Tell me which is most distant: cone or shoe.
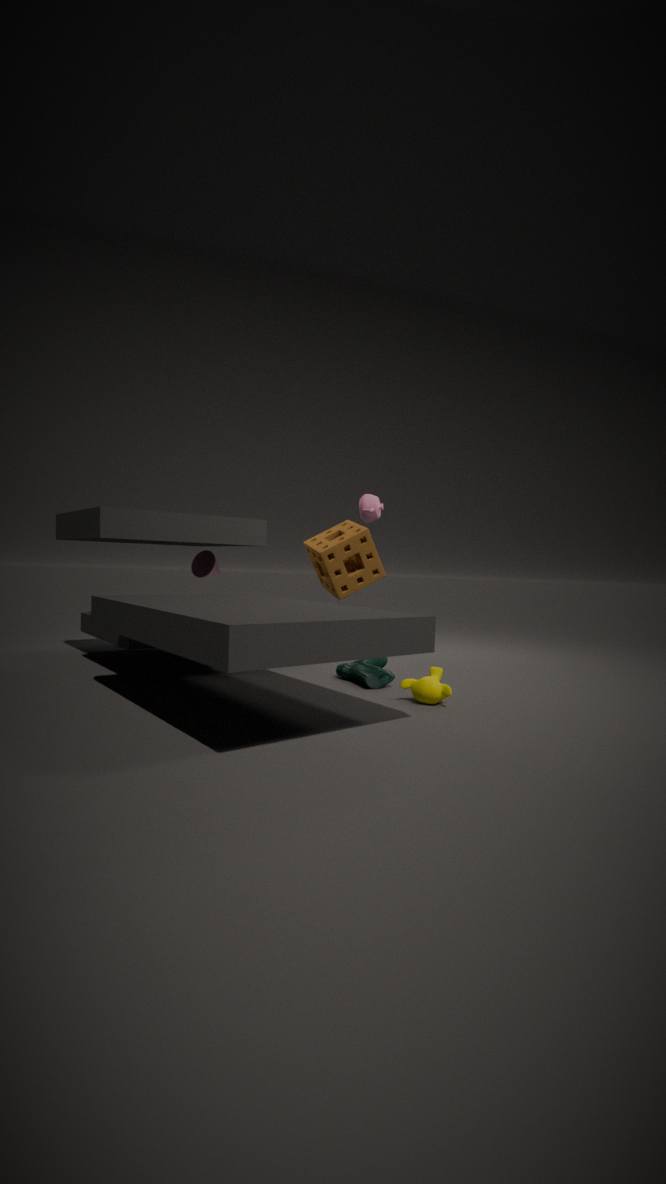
cone
